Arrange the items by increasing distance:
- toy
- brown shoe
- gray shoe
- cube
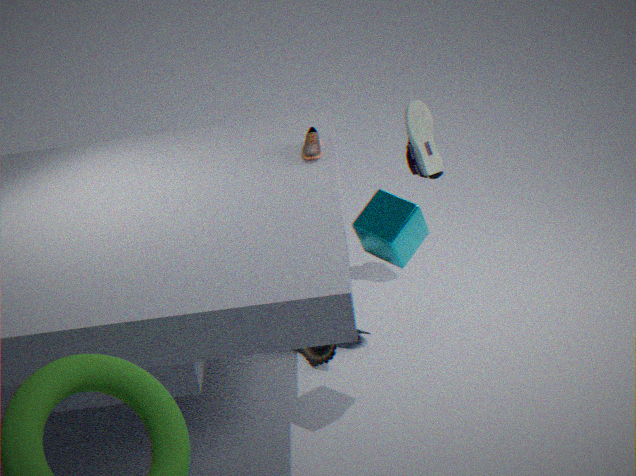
cube
brown shoe
toy
gray shoe
